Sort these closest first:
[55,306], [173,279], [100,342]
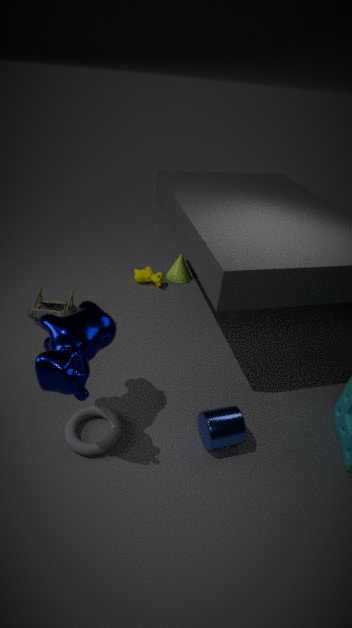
1. [100,342]
2. [55,306]
3. [173,279]
